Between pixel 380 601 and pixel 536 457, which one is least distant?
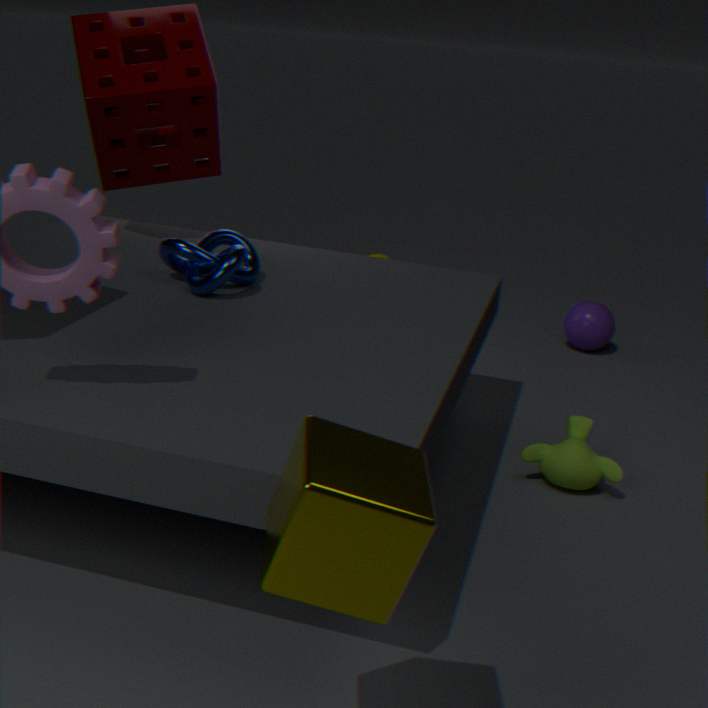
pixel 380 601
